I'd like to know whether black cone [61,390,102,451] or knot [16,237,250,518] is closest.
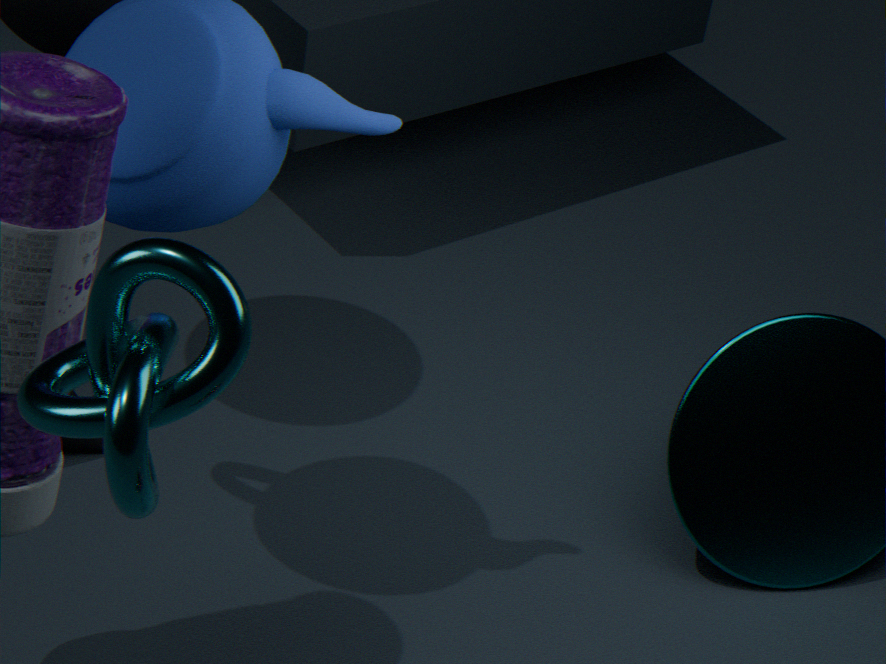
knot [16,237,250,518]
